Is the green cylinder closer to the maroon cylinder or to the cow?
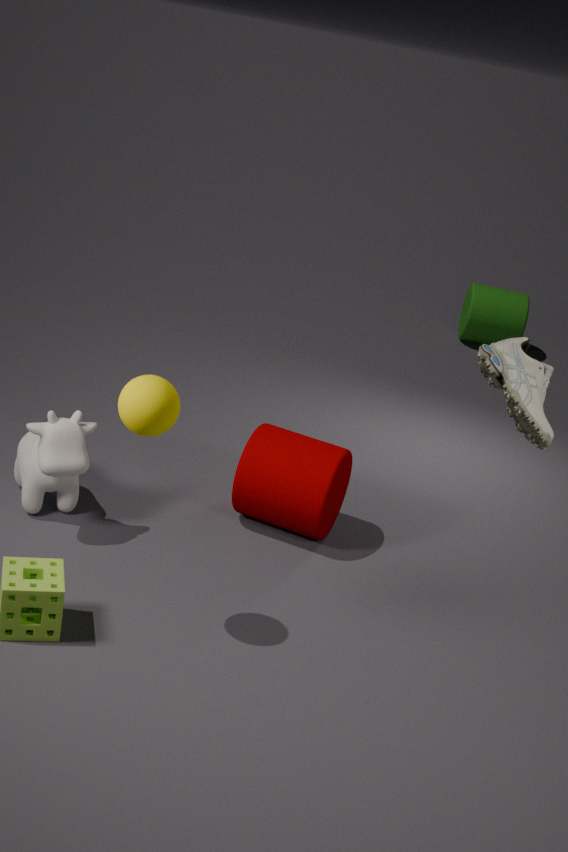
the maroon cylinder
